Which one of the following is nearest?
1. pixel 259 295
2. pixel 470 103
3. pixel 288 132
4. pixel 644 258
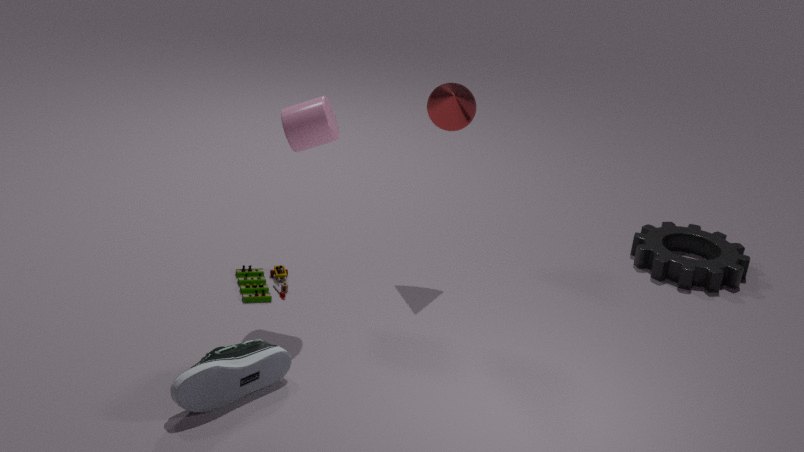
pixel 288 132
